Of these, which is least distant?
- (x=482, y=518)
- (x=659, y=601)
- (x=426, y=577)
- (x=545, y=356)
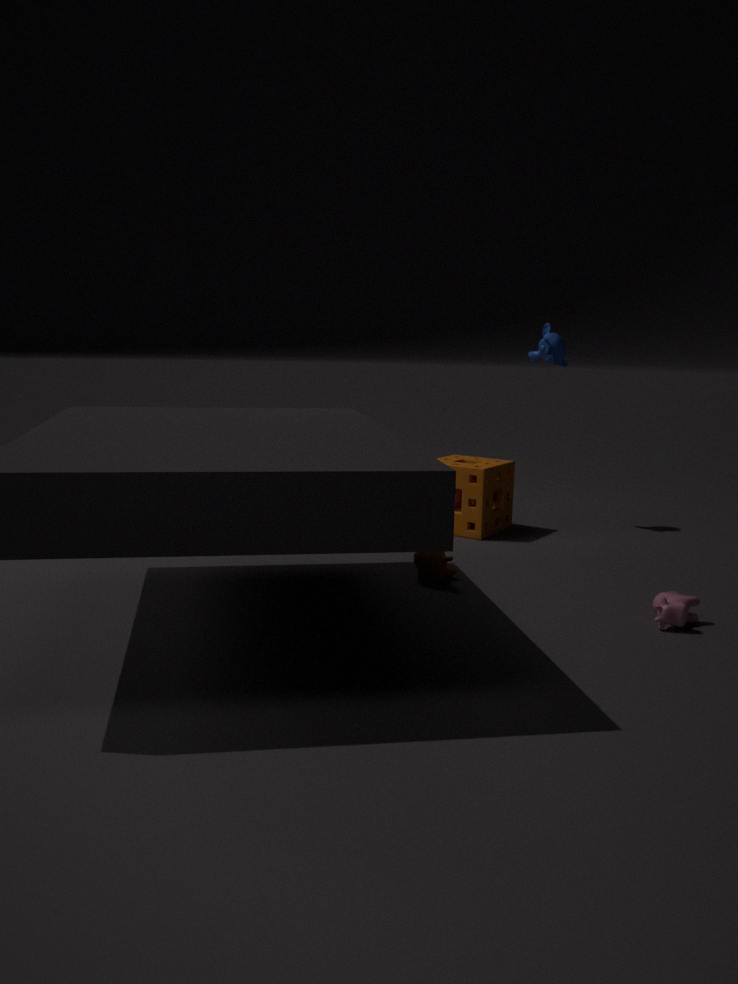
(x=659, y=601)
